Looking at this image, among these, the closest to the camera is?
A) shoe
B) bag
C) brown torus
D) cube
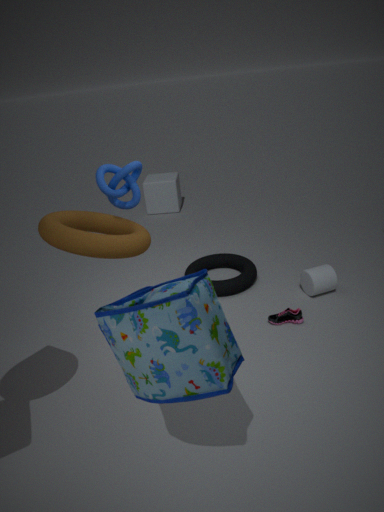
bag
